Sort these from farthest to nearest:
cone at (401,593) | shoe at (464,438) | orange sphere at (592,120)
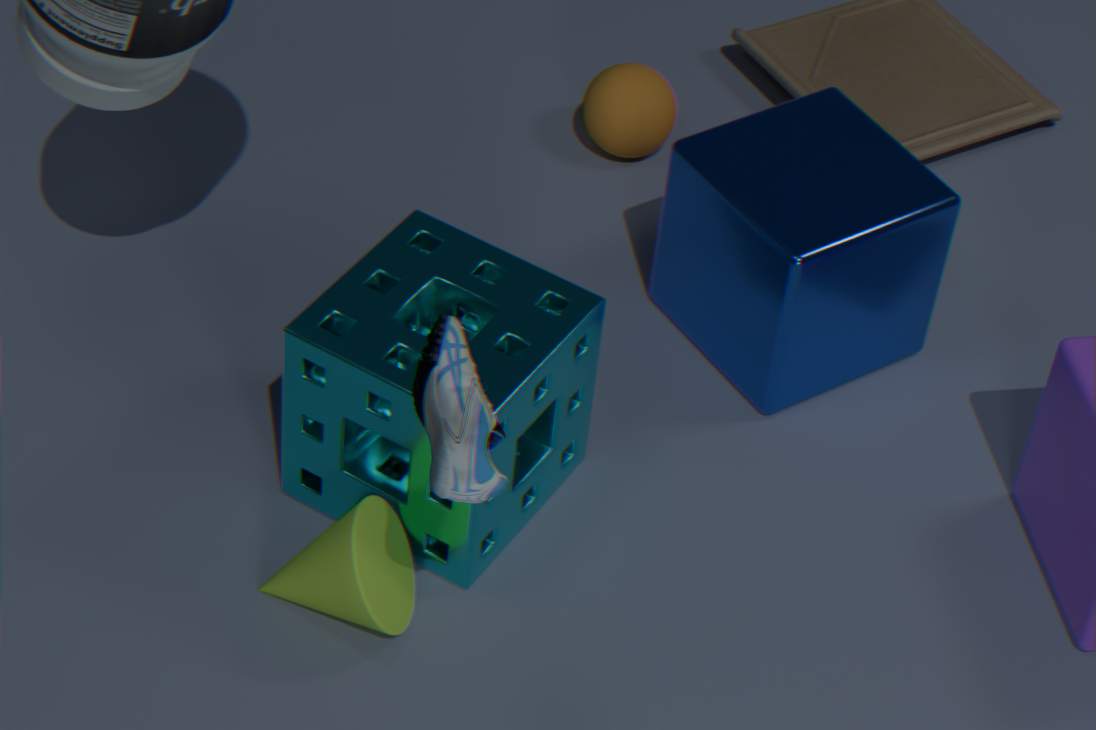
1. orange sphere at (592,120)
2. cone at (401,593)
3. shoe at (464,438)
